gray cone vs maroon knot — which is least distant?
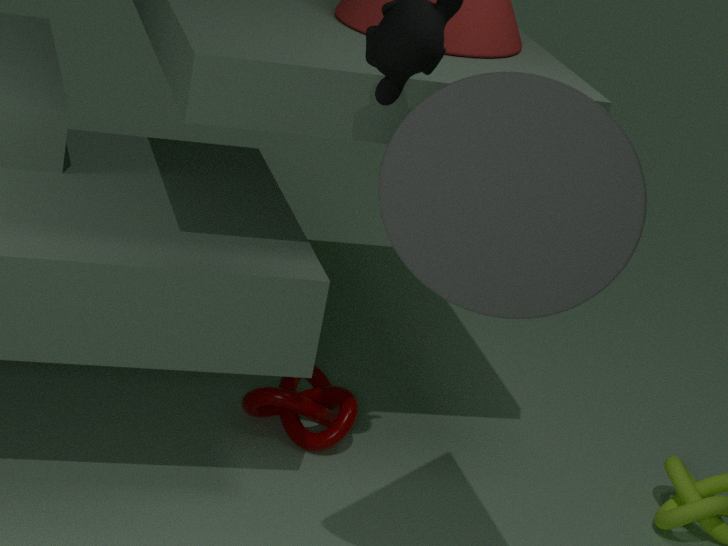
gray cone
